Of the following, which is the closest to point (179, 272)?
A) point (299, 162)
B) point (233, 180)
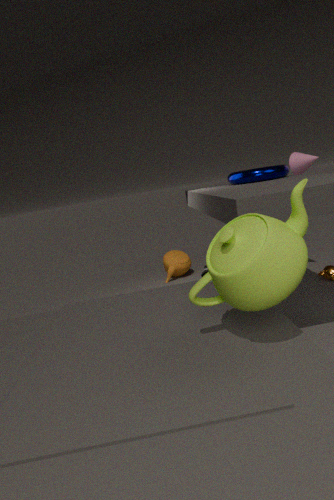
point (233, 180)
